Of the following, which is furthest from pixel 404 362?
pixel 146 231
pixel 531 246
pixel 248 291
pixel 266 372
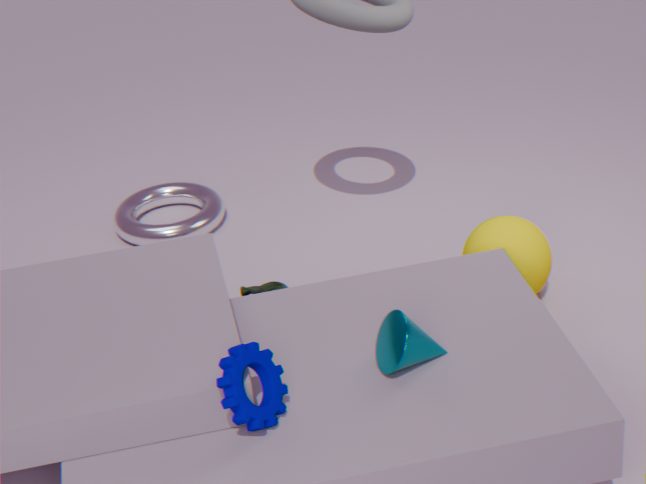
pixel 146 231
